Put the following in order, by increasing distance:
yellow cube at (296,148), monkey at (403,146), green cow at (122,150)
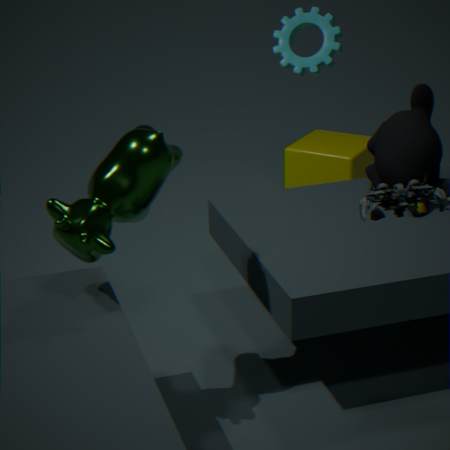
green cow at (122,150) < monkey at (403,146) < yellow cube at (296,148)
